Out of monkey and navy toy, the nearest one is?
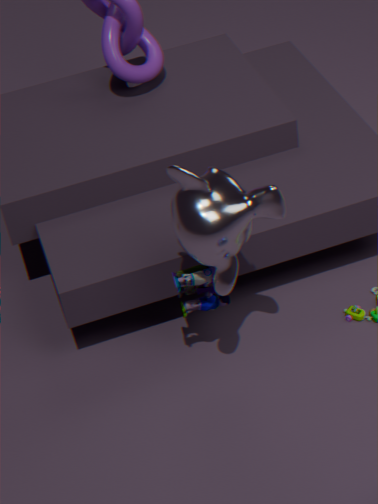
monkey
